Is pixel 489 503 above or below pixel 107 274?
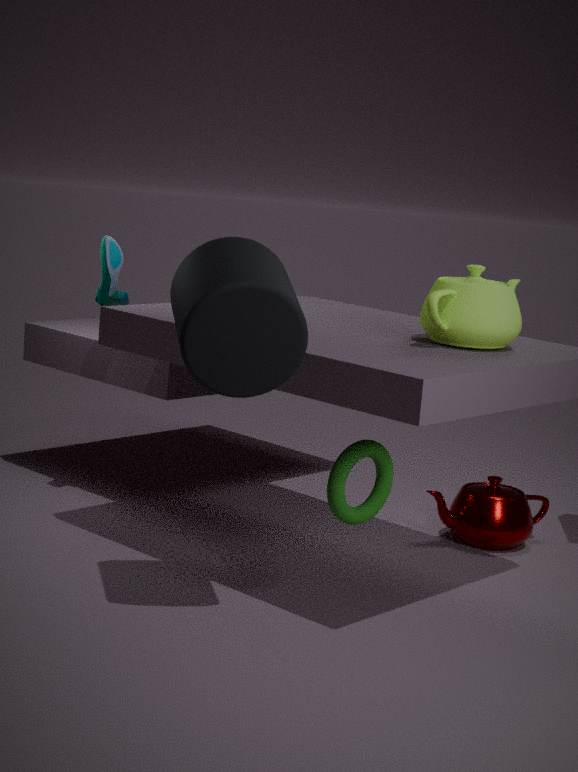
below
